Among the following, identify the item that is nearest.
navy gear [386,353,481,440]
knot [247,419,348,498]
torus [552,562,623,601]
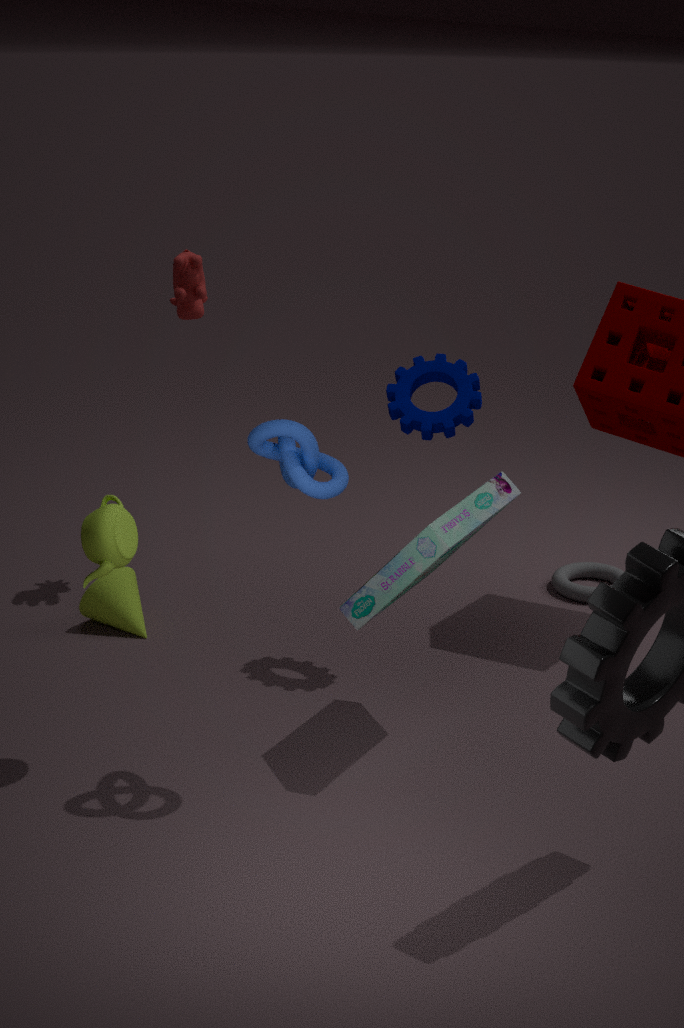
knot [247,419,348,498]
